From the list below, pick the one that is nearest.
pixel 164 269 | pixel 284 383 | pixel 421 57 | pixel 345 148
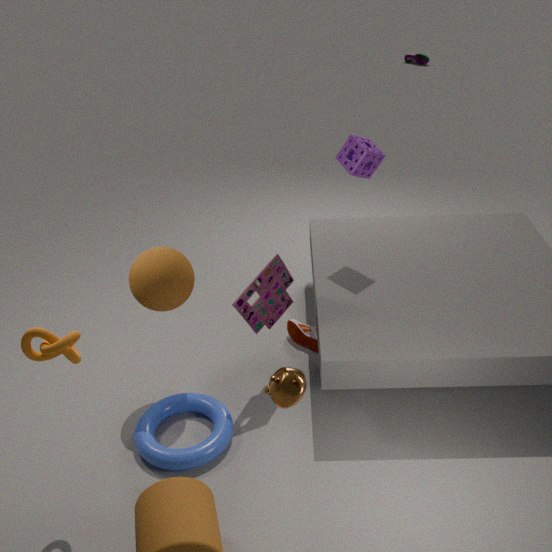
pixel 284 383
